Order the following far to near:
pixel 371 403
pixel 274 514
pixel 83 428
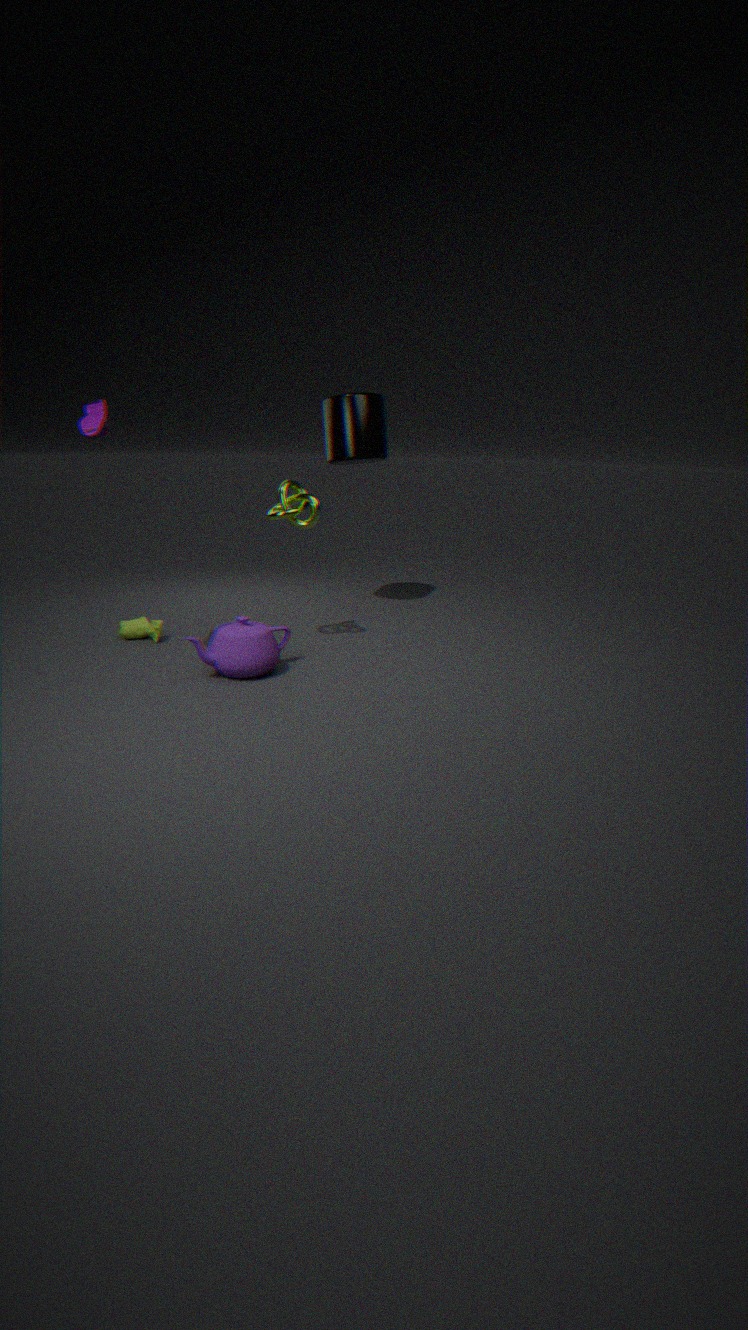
pixel 371 403
pixel 274 514
pixel 83 428
